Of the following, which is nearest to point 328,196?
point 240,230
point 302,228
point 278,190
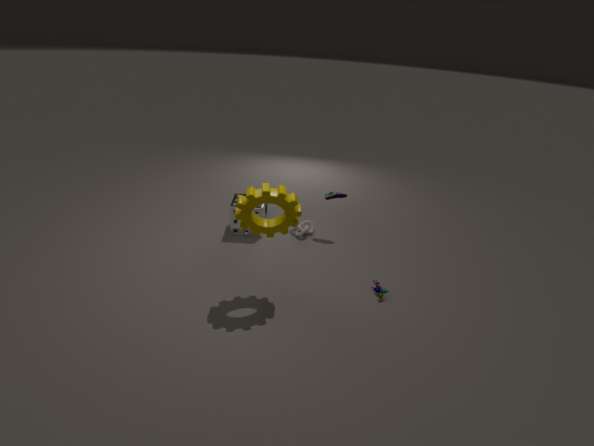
point 302,228
